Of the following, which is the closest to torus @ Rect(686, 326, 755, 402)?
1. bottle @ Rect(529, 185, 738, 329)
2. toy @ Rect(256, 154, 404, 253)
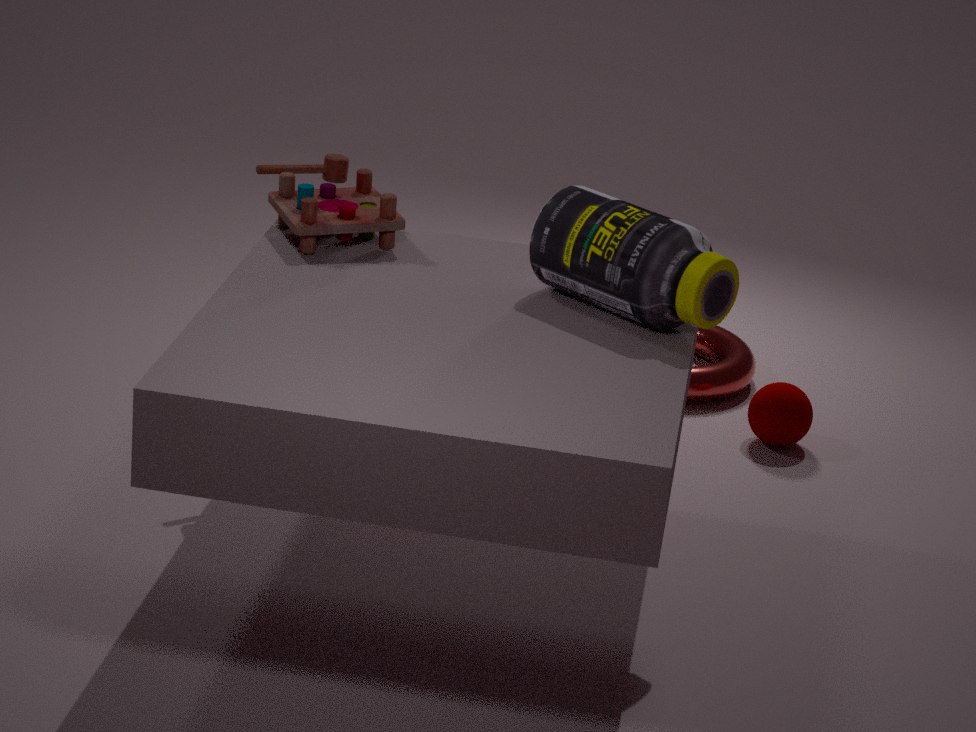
bottle @ Rect(529, 185, 738, 329)
